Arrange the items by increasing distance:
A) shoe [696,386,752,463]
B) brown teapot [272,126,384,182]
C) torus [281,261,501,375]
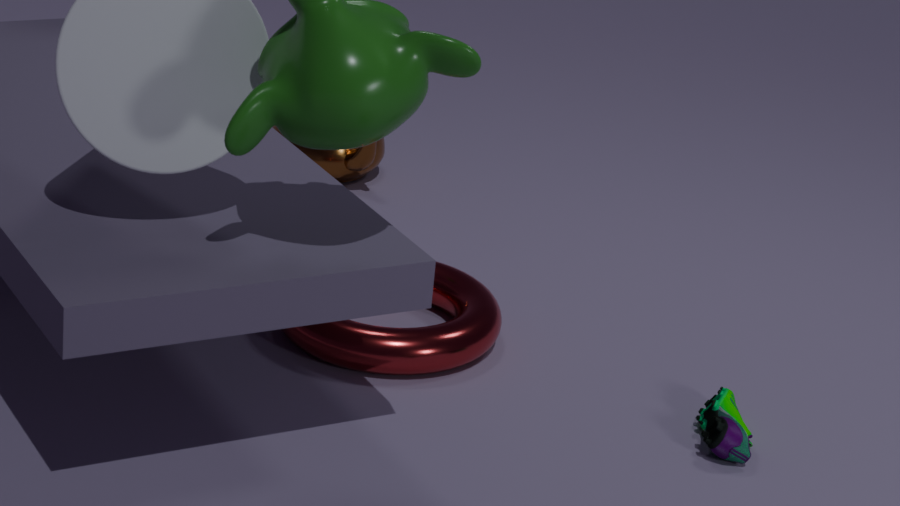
shoe [696,386,752,463]
torus [281,261,501,375]
brown teapot [272,126,384,182]
